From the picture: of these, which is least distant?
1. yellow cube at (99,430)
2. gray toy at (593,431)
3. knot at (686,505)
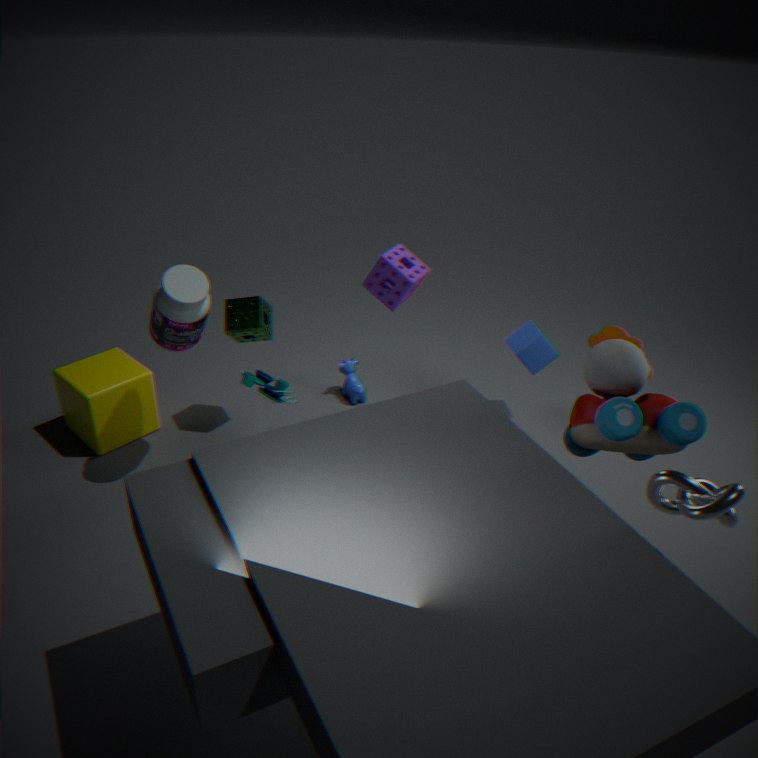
knot at (686,505)
